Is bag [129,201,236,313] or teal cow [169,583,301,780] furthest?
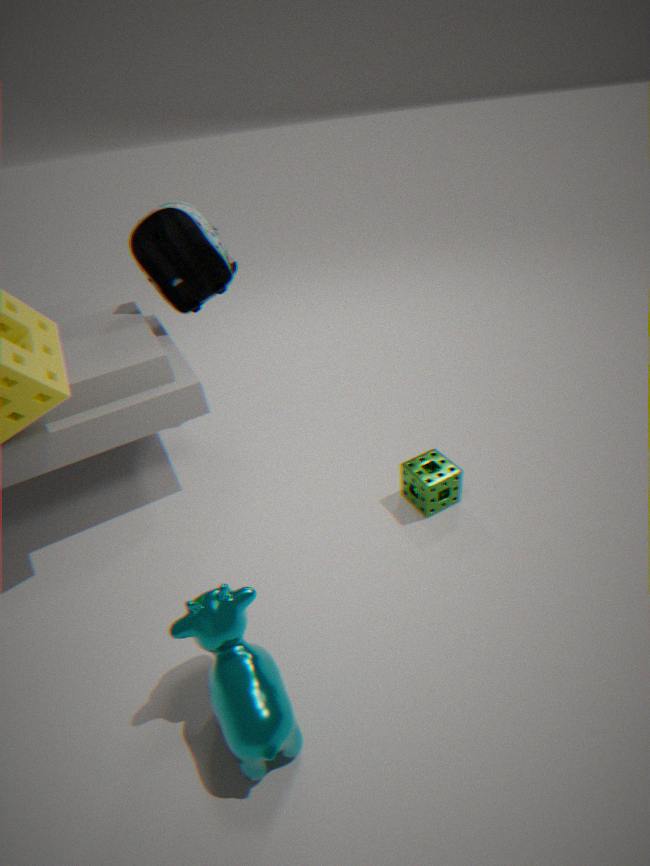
bag [129,201,236,313]
